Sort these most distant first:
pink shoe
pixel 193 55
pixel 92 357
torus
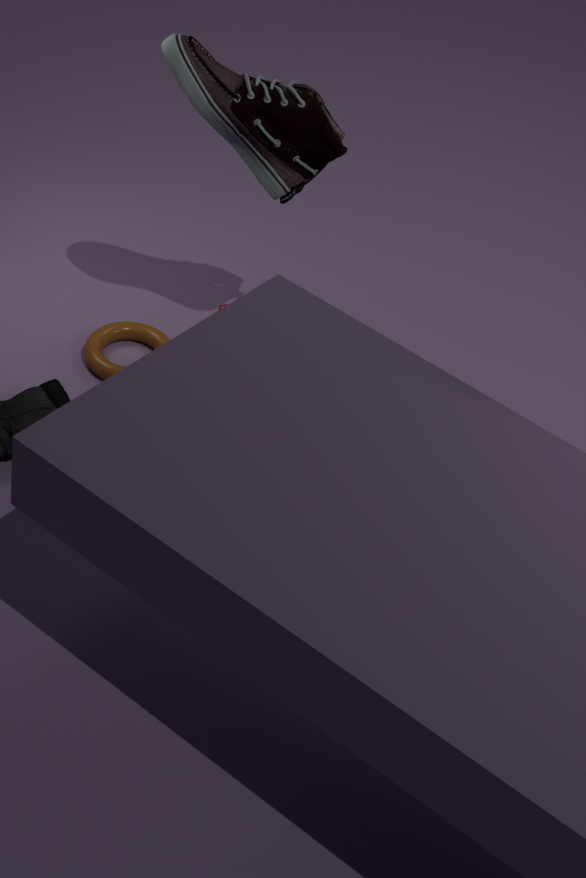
pixel 92 357
pixel 193 55
torus
pink shoe
